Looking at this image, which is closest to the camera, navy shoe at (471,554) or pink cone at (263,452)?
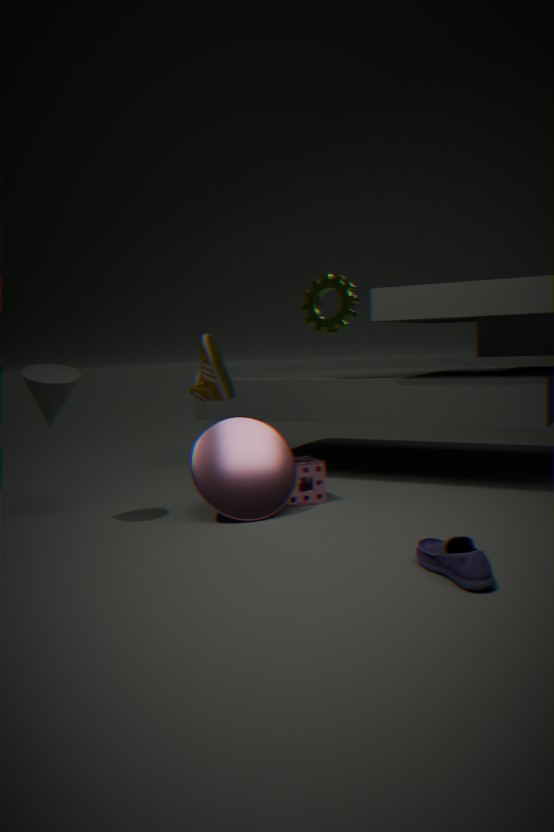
navy shoe at (471,554)
